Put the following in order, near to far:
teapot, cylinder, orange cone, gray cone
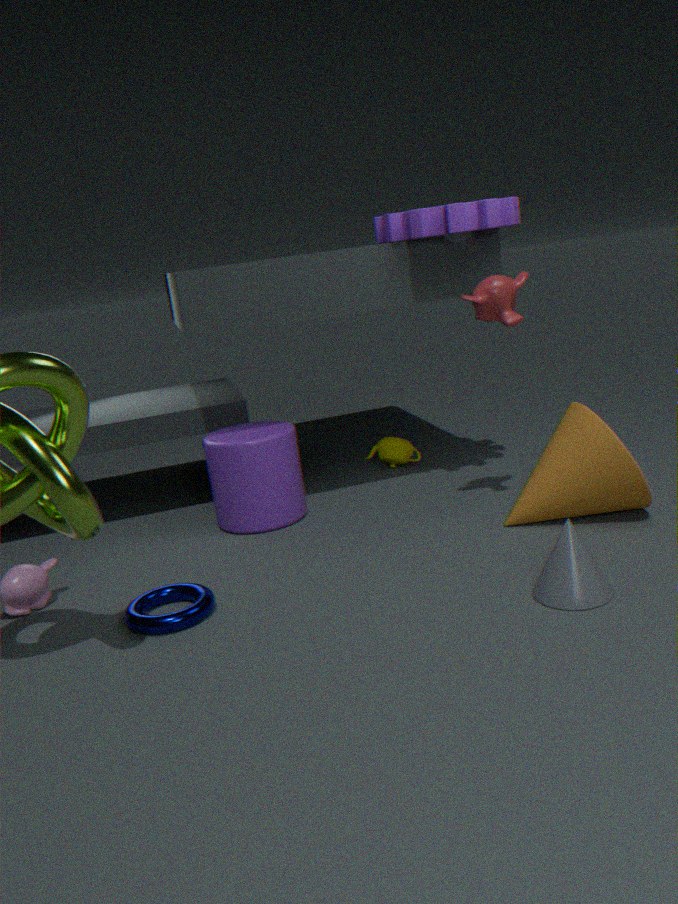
gray cone
orange cone
cylinder
teapot
